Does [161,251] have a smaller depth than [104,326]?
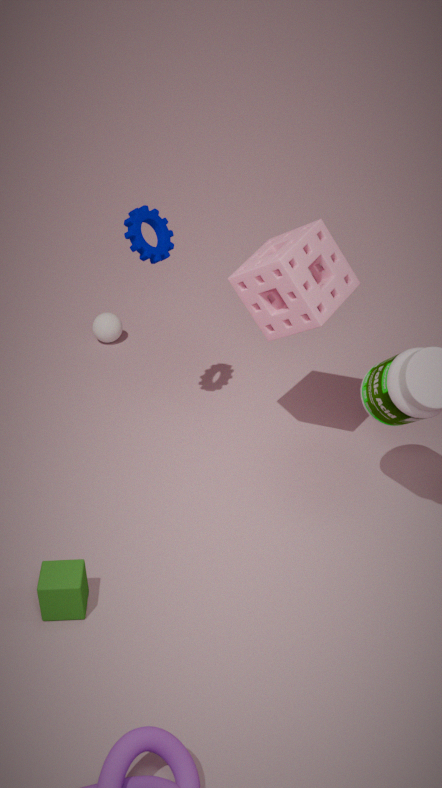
Yes
